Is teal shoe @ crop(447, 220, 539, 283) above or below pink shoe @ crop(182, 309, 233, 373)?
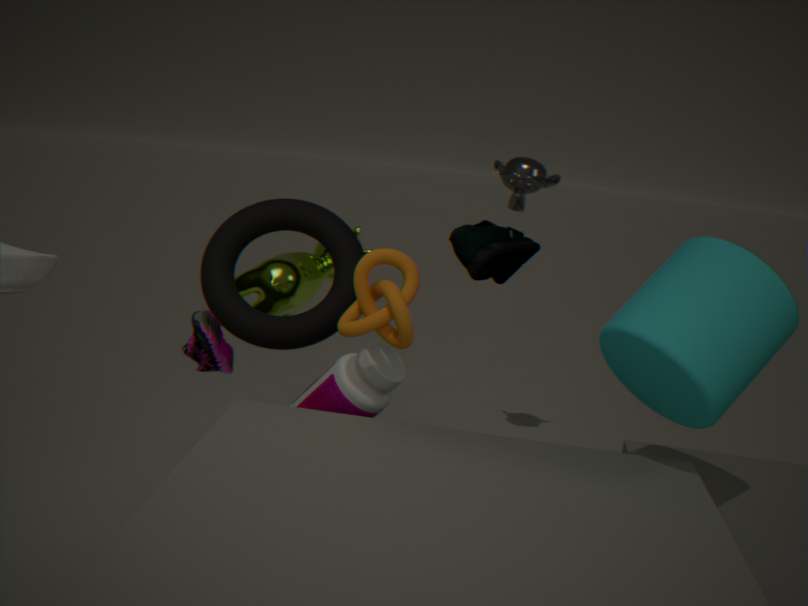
above
